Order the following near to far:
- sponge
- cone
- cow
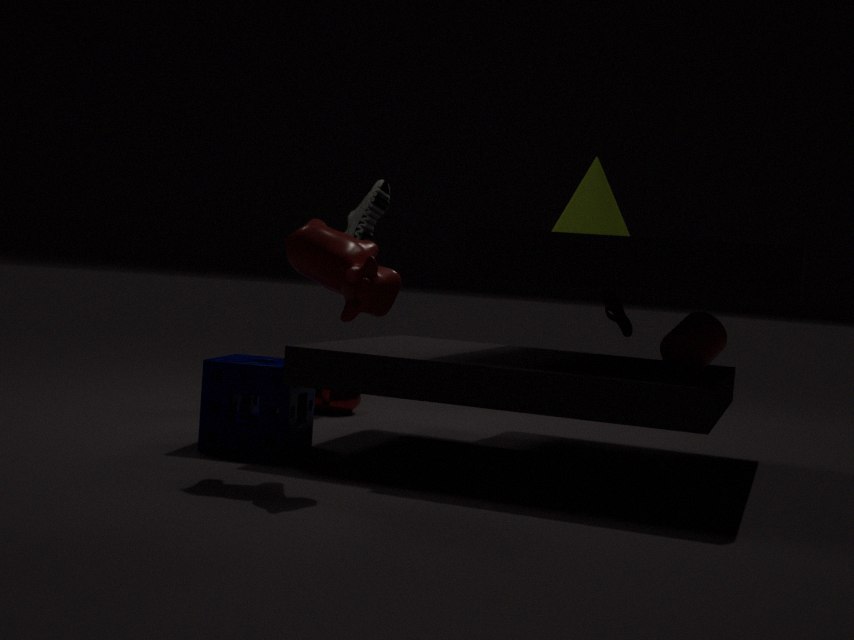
1. cow
2. sponge
3. cone
